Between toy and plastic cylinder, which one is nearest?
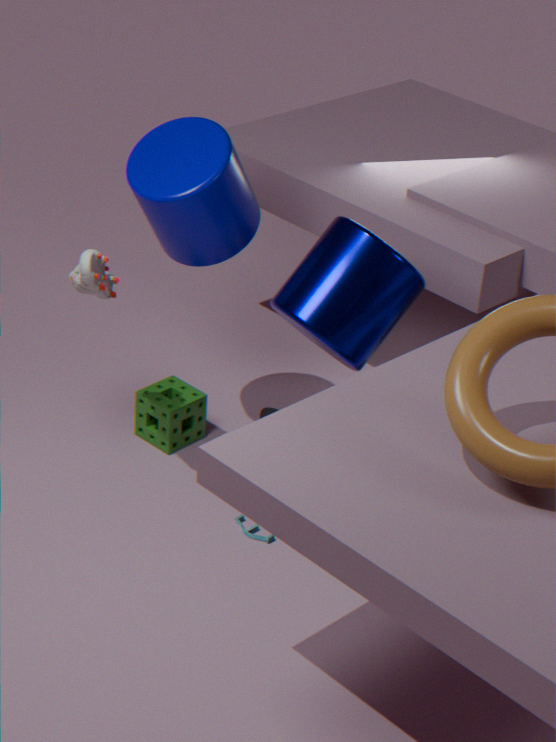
plastic cylinder
